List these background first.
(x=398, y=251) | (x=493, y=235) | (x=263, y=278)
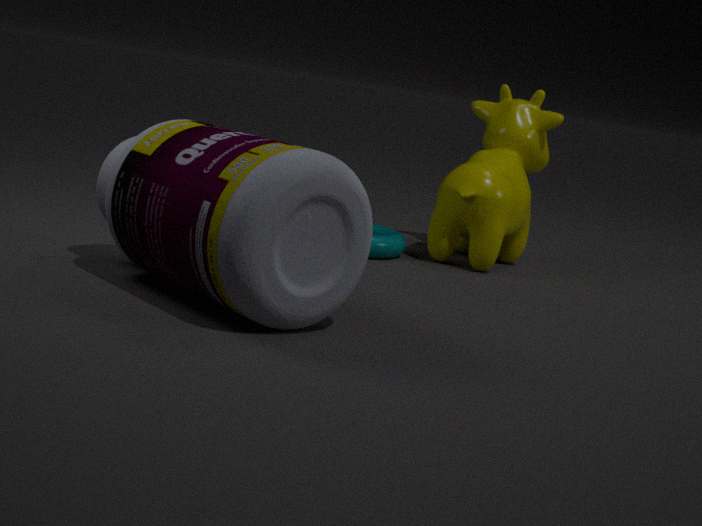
(x=398, y=251) → (x=493, y=235) → (x=263, y=278)
